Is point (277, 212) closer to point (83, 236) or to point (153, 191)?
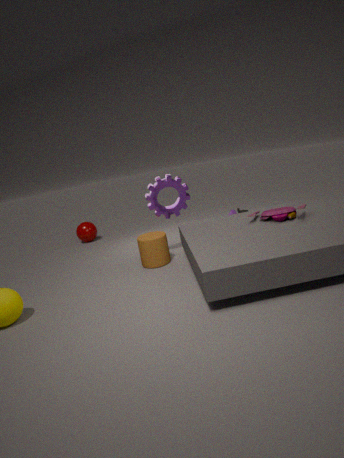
point (153, 191)
